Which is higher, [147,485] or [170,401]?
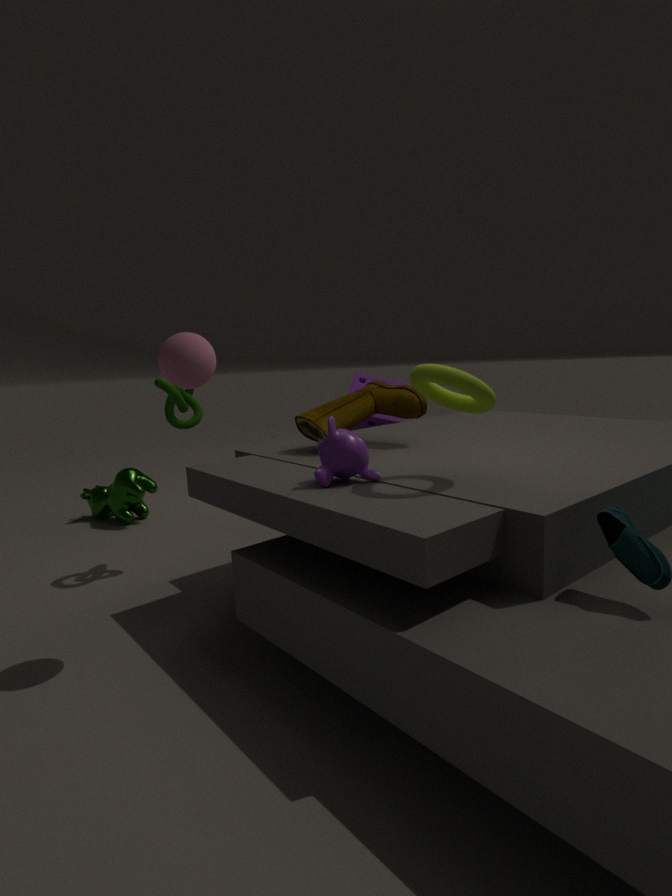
[170,401]
